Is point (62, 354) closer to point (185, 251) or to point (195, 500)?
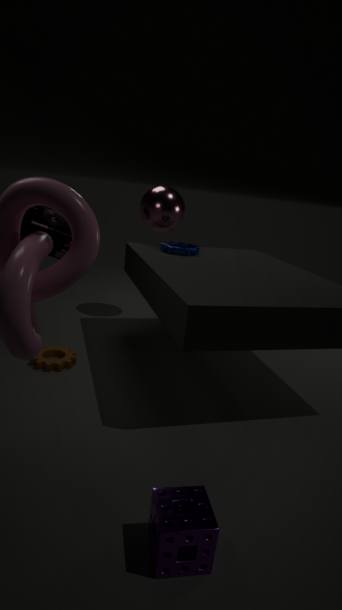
point (185, 251)
